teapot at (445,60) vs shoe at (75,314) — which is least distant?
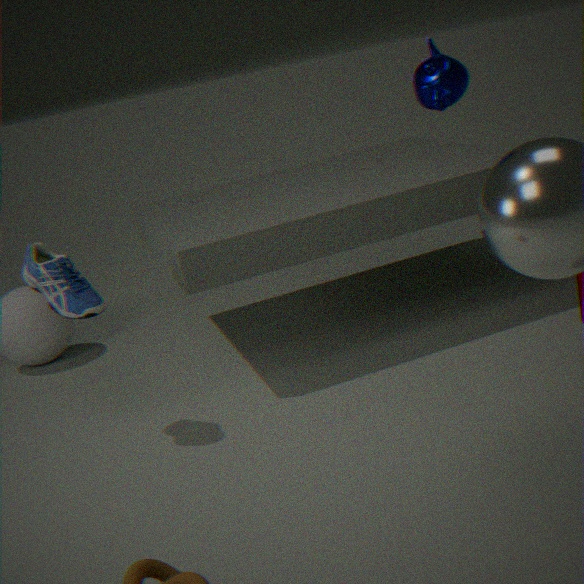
teapot at (445,60)
